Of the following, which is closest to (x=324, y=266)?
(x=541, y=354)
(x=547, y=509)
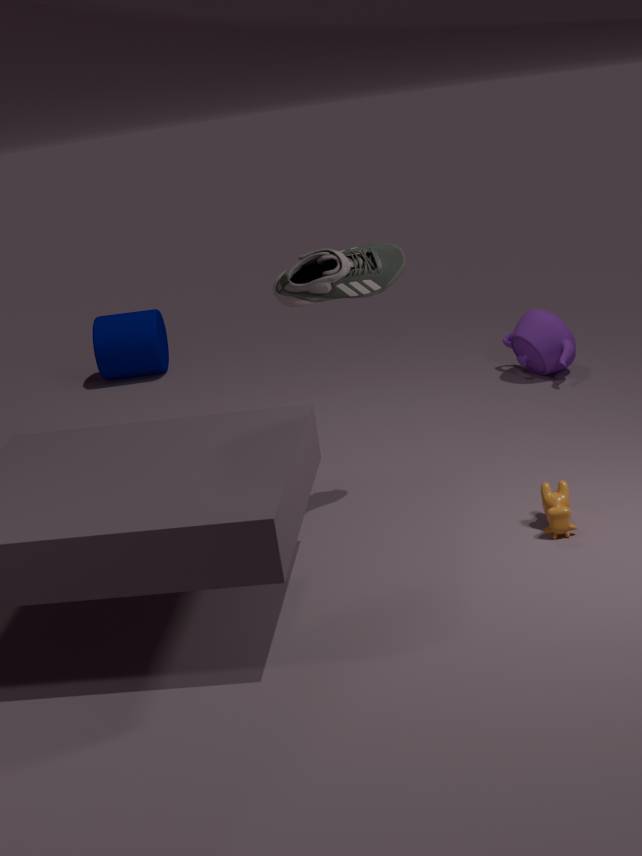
(x=547, y=509)
